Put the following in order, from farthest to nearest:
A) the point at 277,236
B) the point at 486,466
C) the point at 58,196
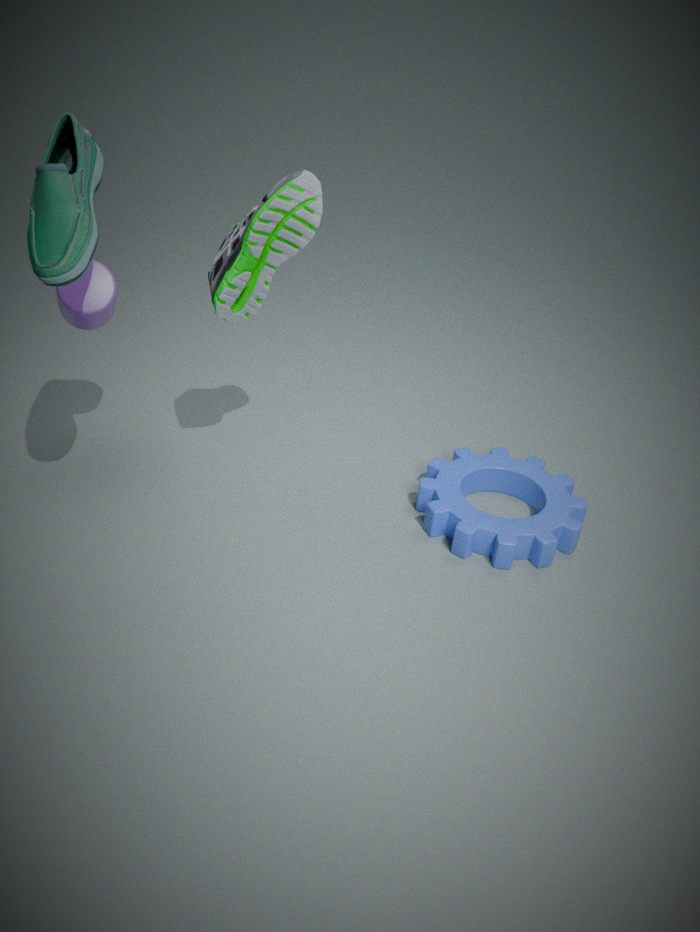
the point at 486,466
the point at 277,236
the point at 58,196
